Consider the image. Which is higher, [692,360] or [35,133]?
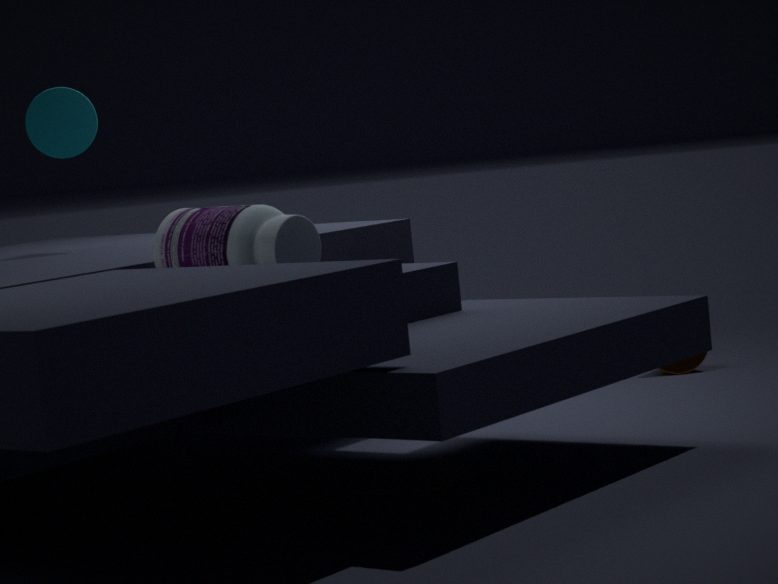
[35,133]
